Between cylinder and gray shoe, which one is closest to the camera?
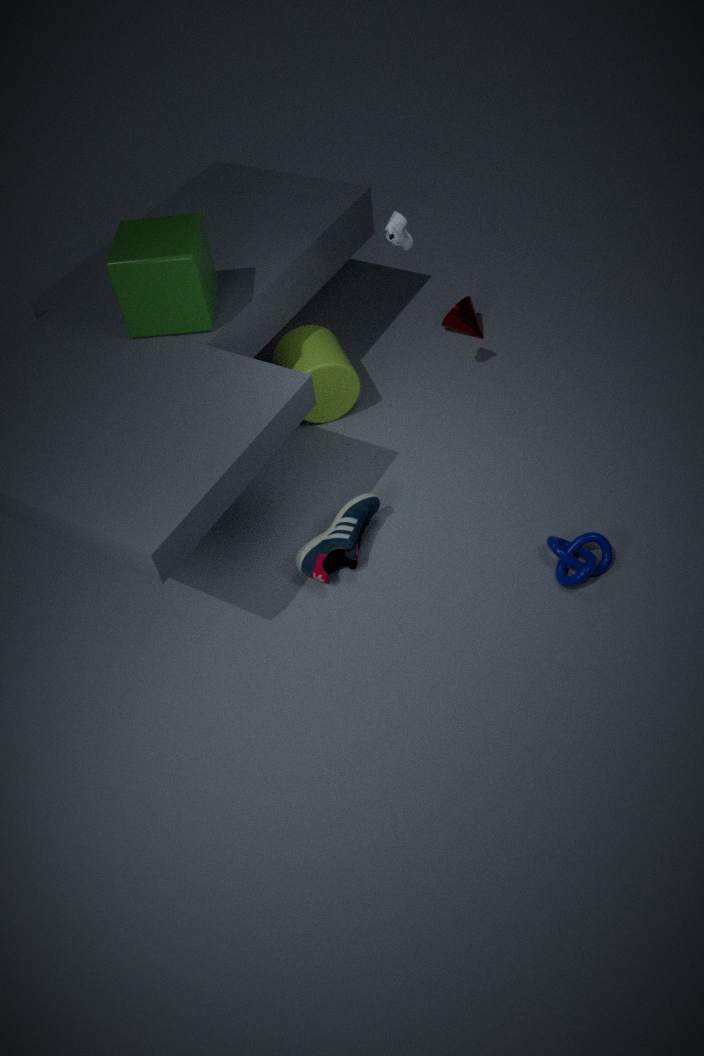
gray shoe
